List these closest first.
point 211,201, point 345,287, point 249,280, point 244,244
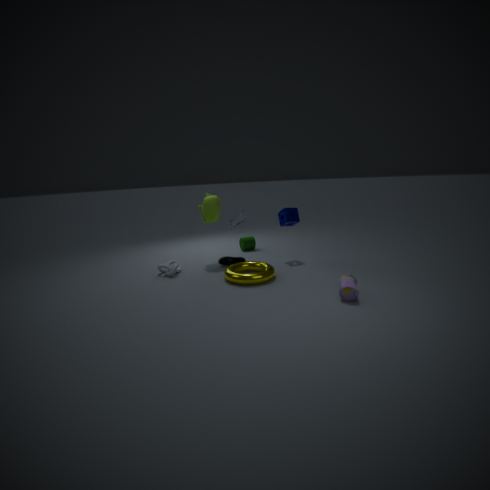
point 345,287
point 249,280
point 211,201
point 244,244
